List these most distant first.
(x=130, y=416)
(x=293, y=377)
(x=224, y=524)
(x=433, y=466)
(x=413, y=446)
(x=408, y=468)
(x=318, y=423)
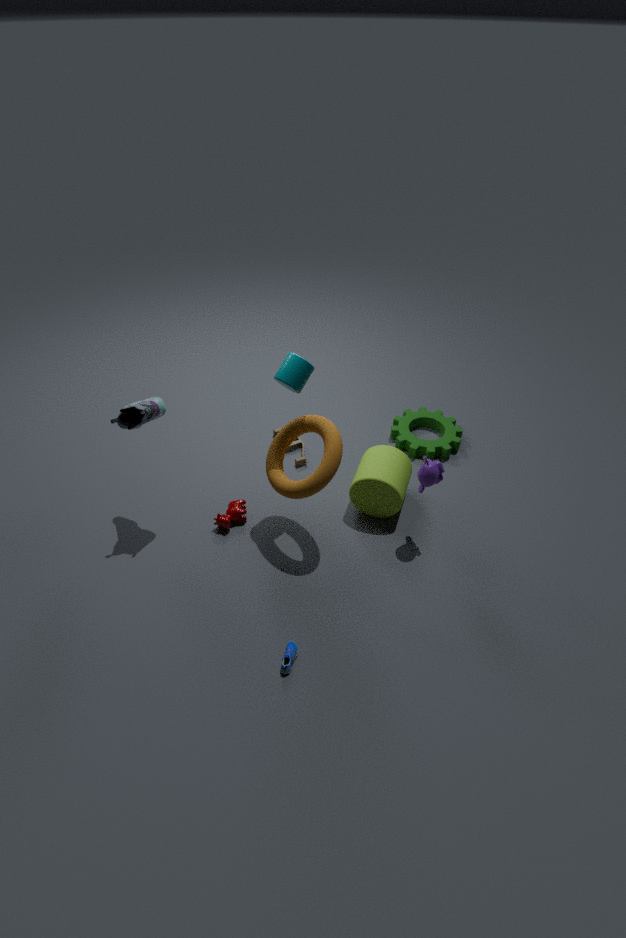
(x=413, y=446)
(x=408, y=468)
(x=224, y=524)
(x=130, y=416)
(x=318, y=423)
(x=433, y=466)
(x=293, y=377)
